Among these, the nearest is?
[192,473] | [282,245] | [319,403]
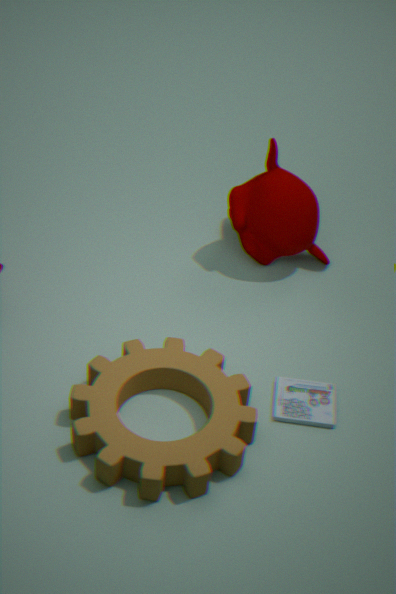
[192,473]
